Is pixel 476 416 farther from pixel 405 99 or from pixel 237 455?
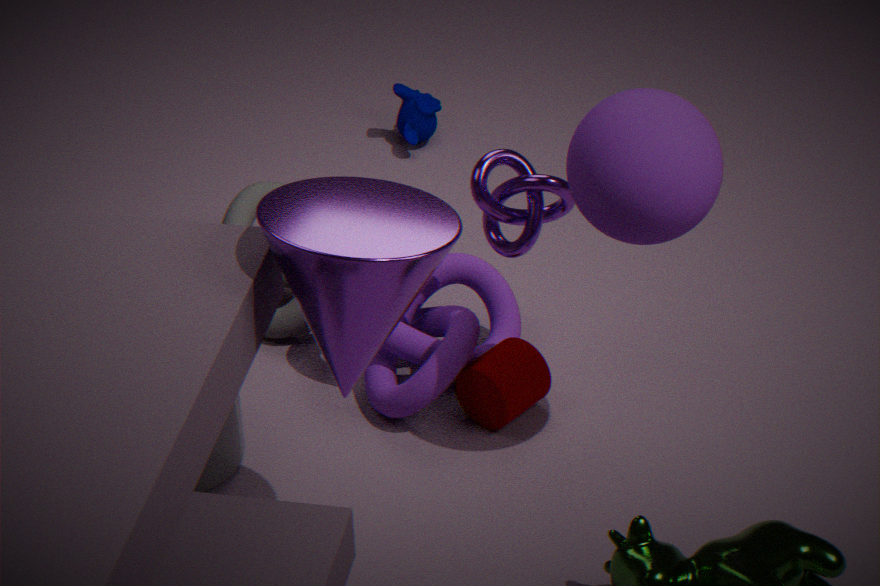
pixel 405 99
